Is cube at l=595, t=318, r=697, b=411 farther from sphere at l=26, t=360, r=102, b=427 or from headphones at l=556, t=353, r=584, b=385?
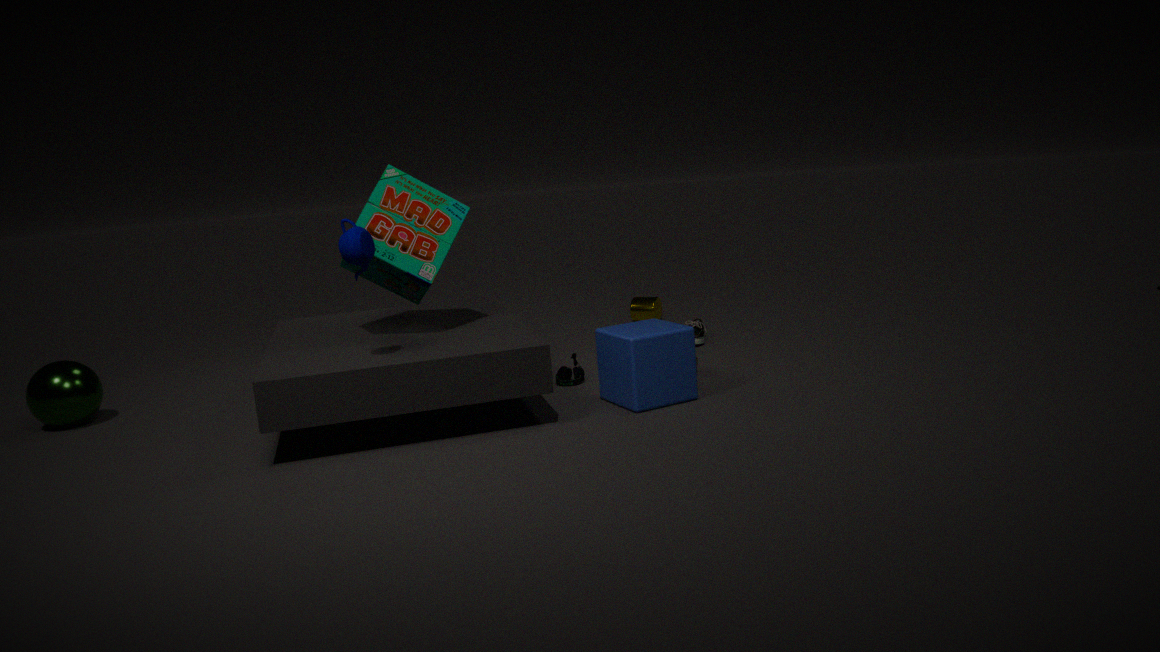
Result: sphere at l=26, t=360, r=102, b=427
